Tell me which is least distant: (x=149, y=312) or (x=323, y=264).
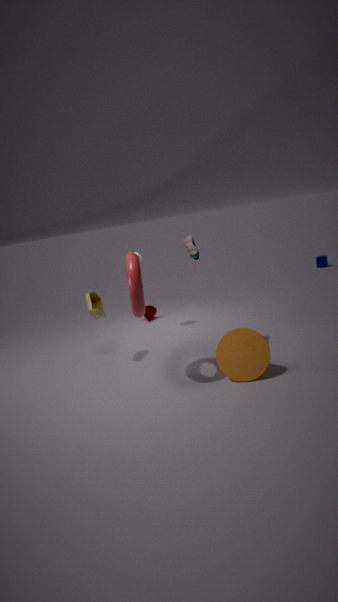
(x=149, y=312)
